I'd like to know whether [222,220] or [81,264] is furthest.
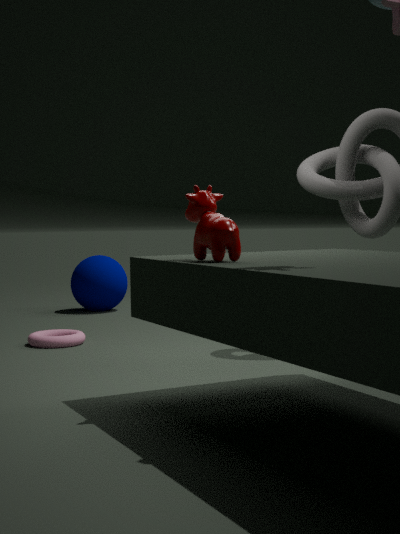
[81,264]
